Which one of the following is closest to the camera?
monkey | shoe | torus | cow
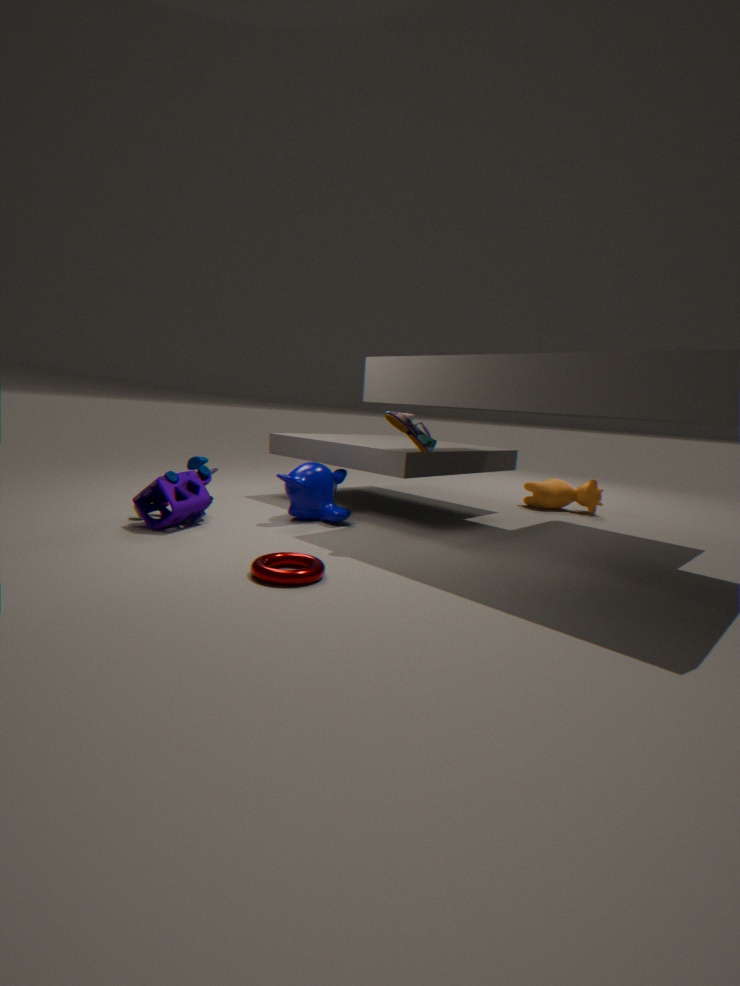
torus
